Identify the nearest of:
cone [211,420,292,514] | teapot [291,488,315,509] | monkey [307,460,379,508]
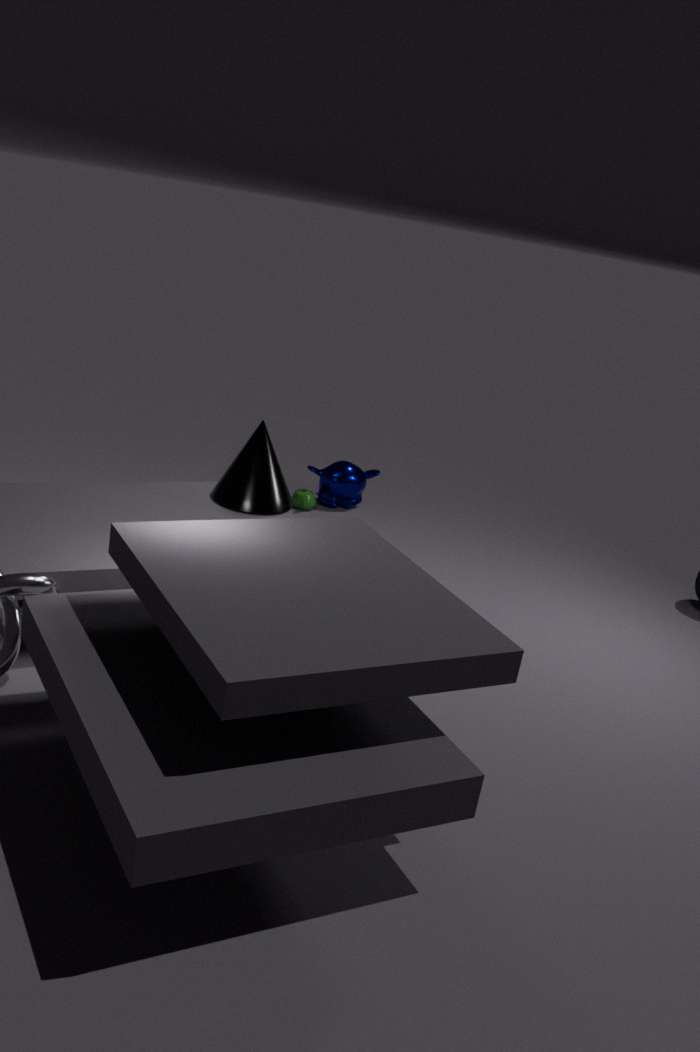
cone [211,420,292,514]
